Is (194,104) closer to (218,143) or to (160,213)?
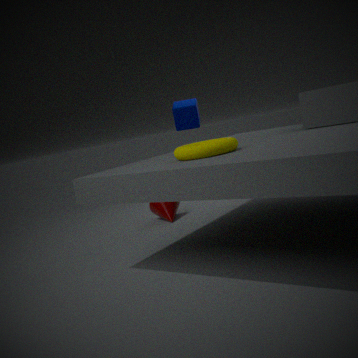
(160,213)
